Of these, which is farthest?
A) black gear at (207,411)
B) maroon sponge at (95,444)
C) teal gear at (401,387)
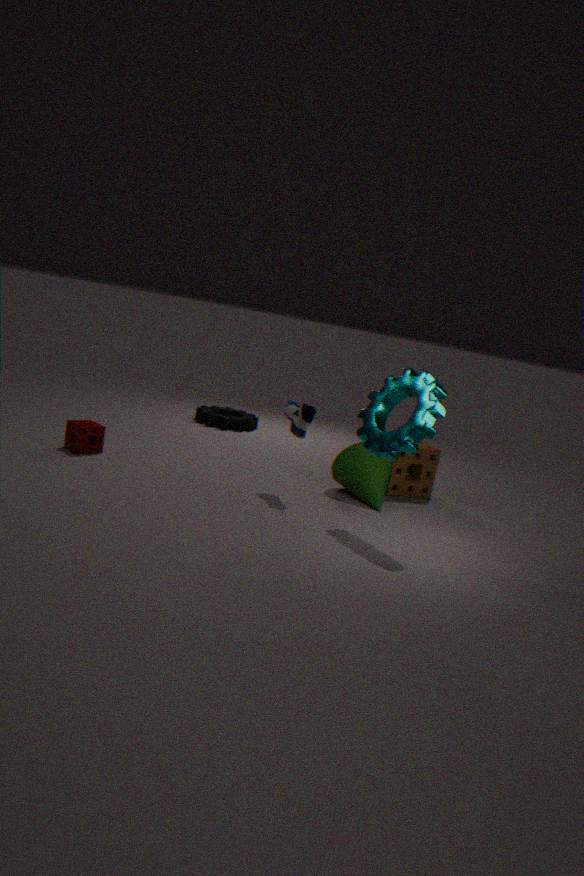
black gear at (207,411)
